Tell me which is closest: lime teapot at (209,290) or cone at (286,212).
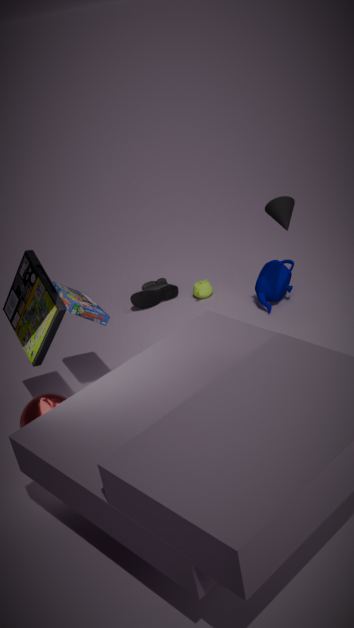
cone at (286,212)
